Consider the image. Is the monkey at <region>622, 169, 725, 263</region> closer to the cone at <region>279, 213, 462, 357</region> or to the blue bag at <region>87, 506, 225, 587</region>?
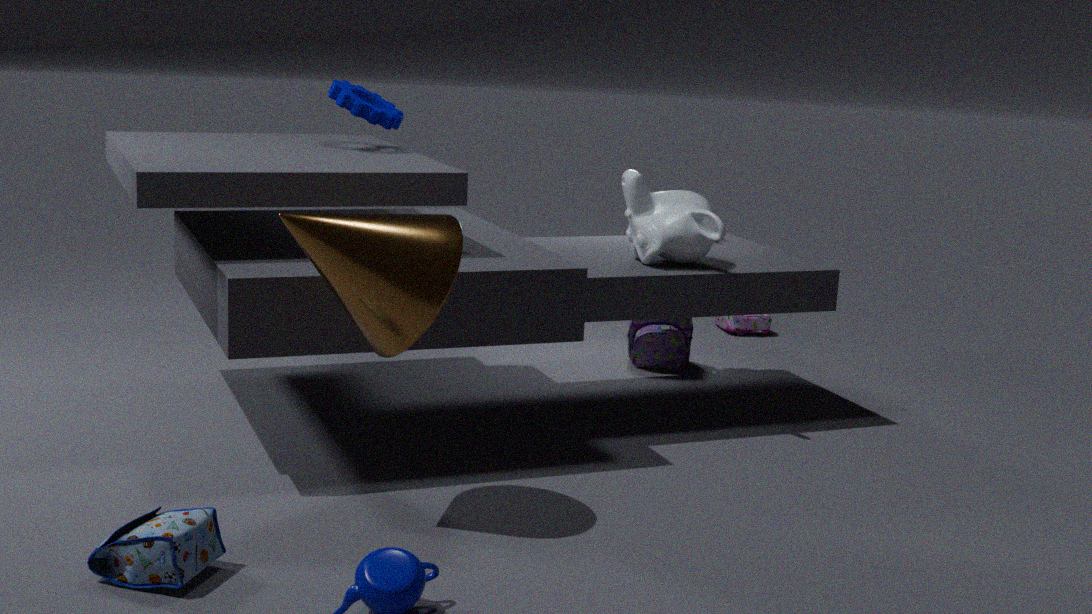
the cone at <region>279, 213, 462, 357</region>
